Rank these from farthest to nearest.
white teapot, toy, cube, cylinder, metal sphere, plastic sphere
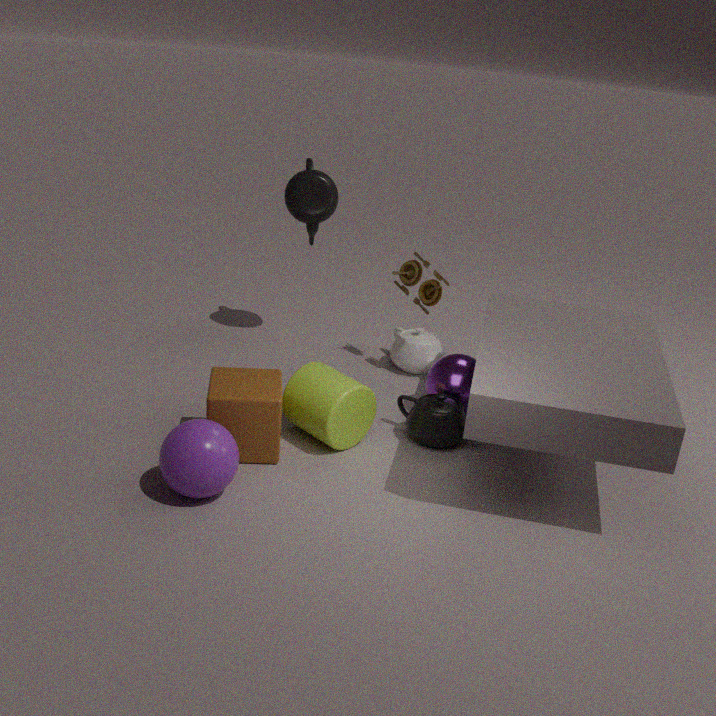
1. white teapot
2. toy
3. metal sphere
4. cylinder
5. cube
6. plastic sphere
